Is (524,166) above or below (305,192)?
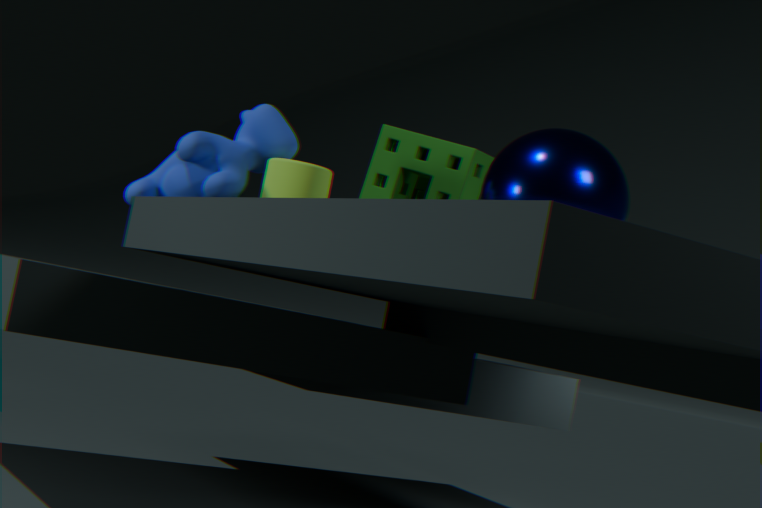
above
